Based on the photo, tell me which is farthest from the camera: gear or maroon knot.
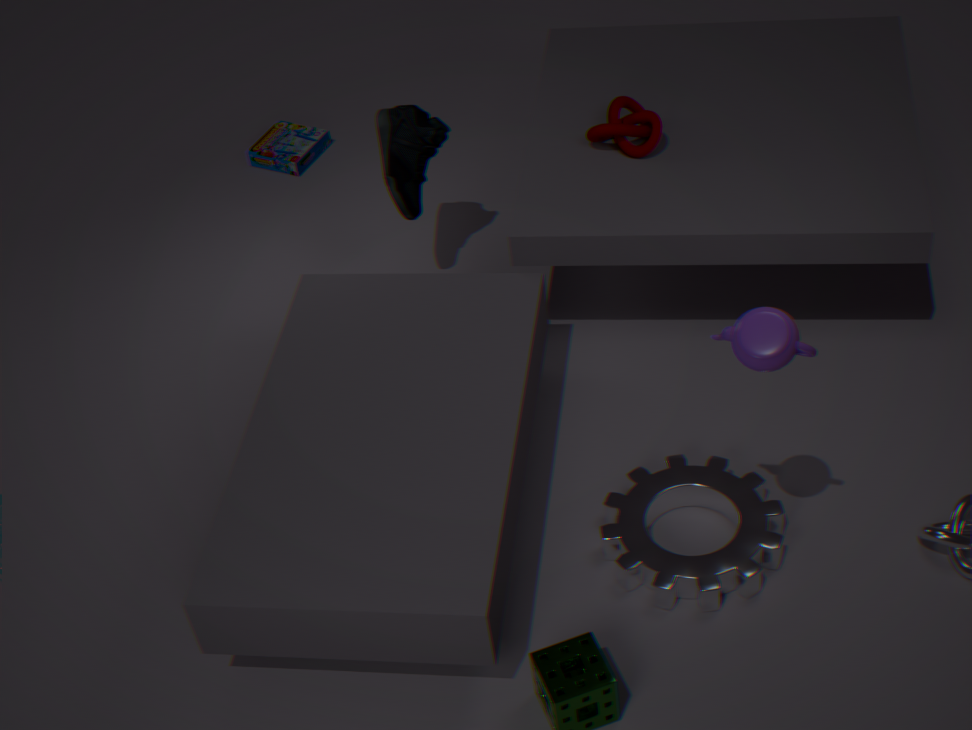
maroon knot
